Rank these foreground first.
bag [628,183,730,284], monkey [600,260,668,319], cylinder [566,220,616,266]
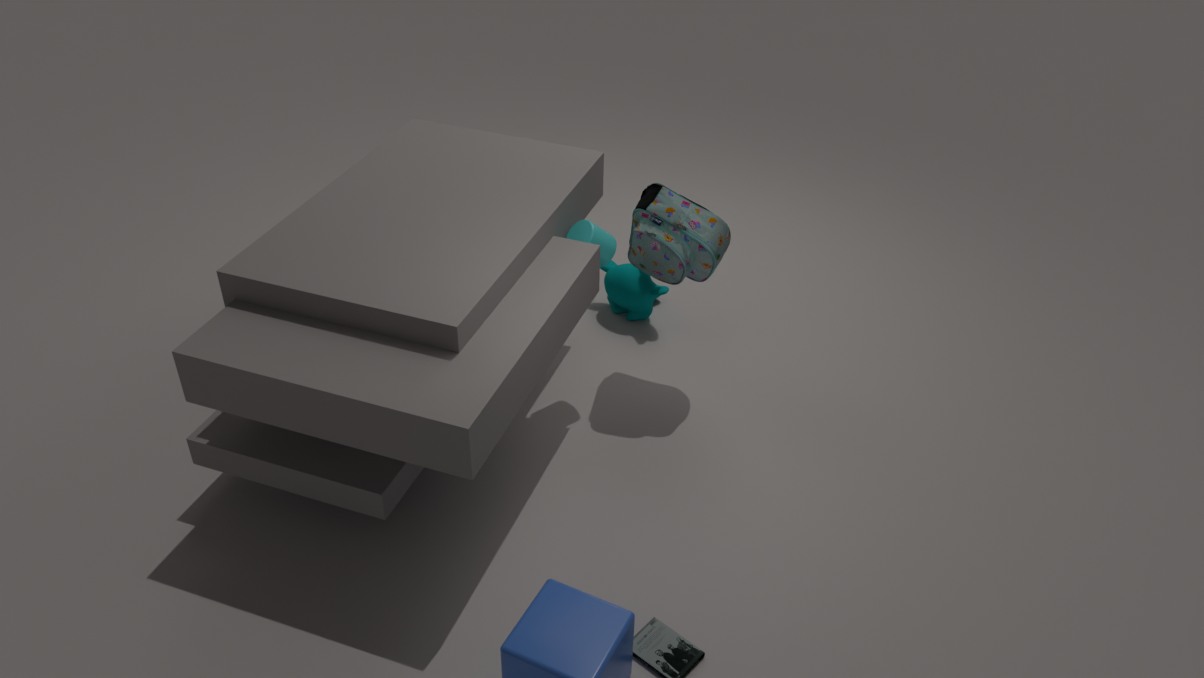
bag [628,183,730,284] < cylinder [566,220,616,266] < monkey [600,260,668,319]
